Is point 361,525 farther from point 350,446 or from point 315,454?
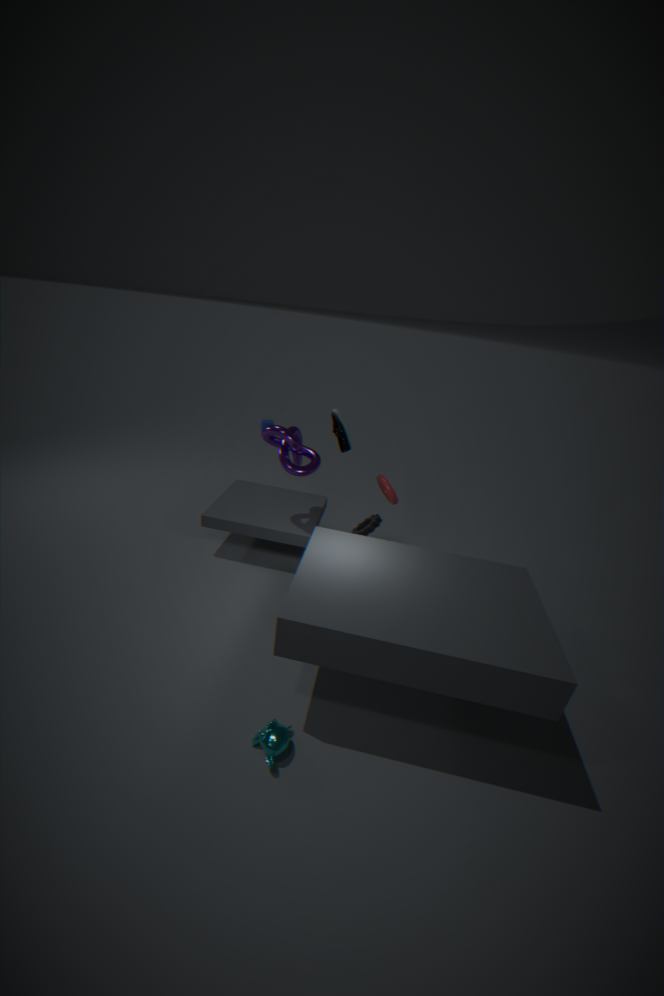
point 350,446
